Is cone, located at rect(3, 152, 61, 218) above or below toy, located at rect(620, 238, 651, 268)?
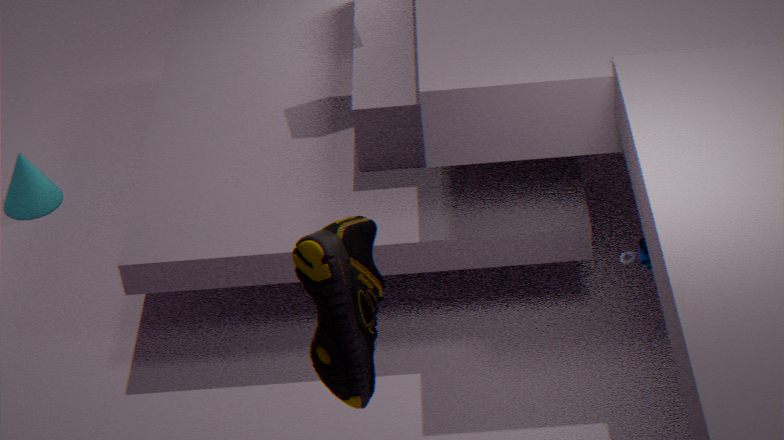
below
